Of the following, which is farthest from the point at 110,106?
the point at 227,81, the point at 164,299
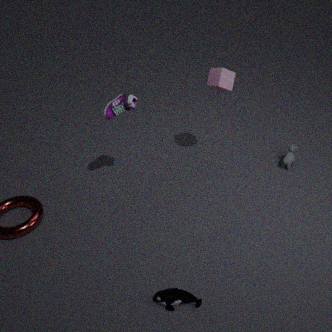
the point at 164,299
